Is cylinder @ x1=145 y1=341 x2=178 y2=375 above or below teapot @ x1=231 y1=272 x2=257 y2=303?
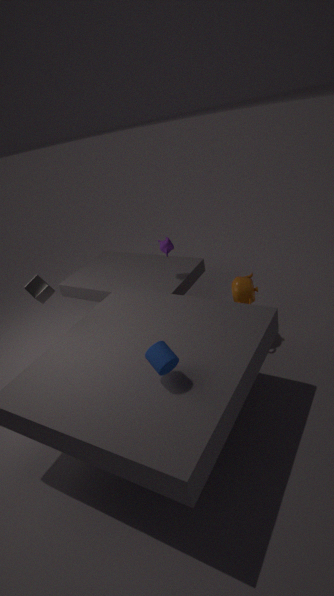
above
